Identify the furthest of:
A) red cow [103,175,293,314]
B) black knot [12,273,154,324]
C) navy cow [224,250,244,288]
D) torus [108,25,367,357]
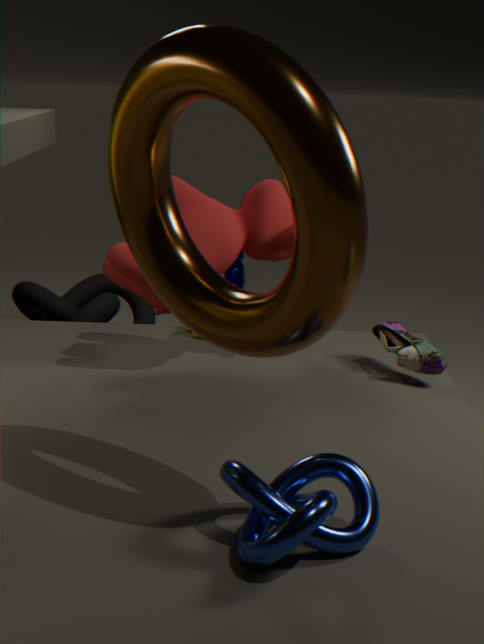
navy cow [224,250,244,288]
